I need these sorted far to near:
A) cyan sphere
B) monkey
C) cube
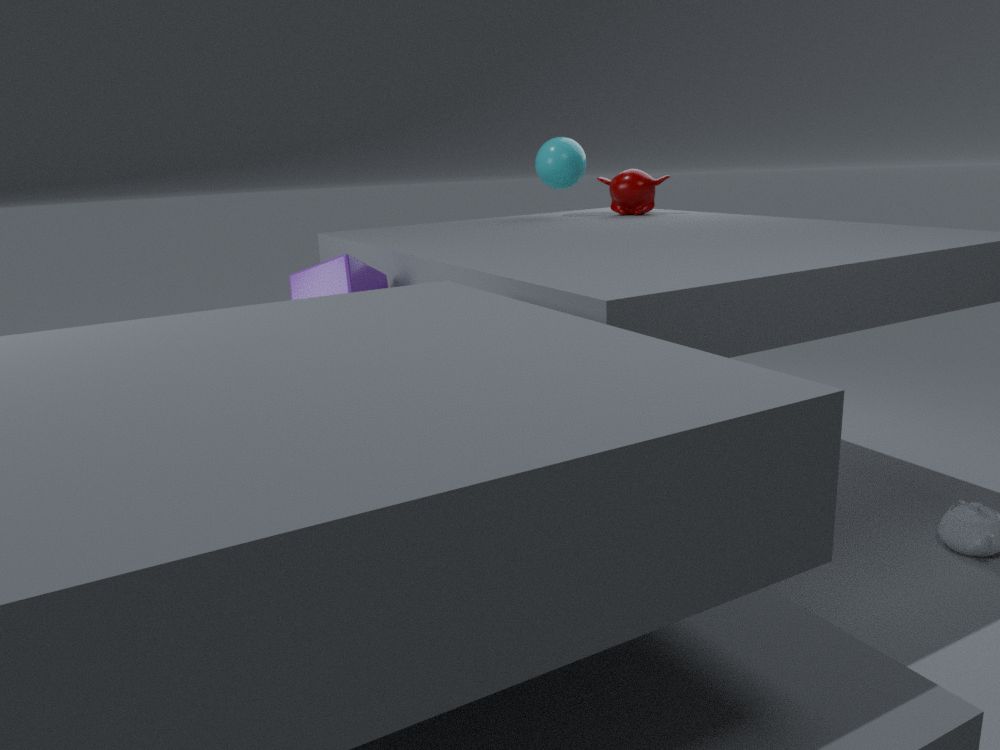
cyan sphere → monkey → cube
